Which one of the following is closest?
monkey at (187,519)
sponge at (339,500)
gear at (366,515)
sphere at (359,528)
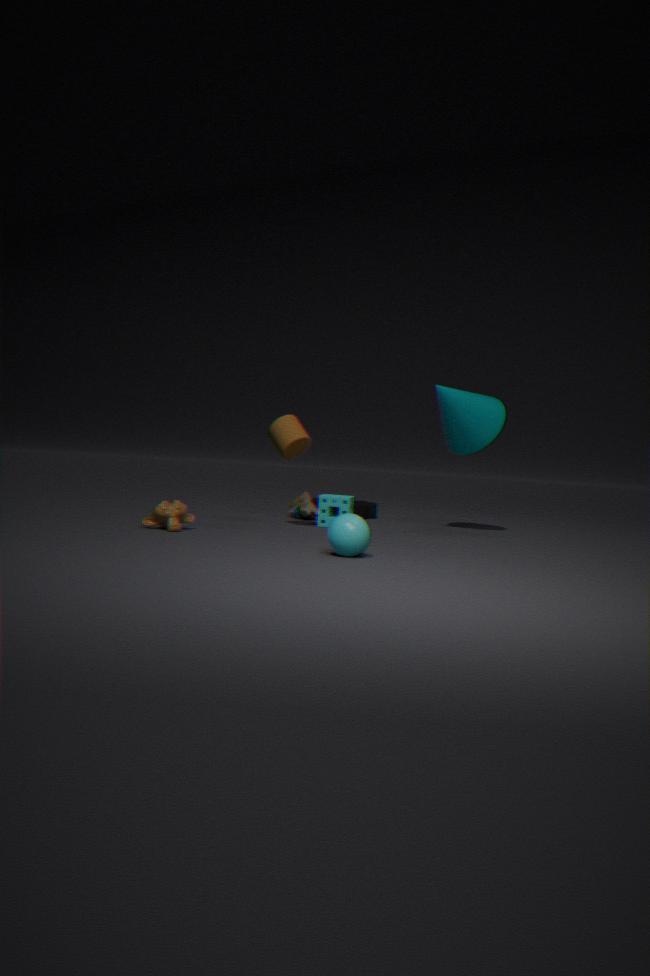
sphere at (359,528)
